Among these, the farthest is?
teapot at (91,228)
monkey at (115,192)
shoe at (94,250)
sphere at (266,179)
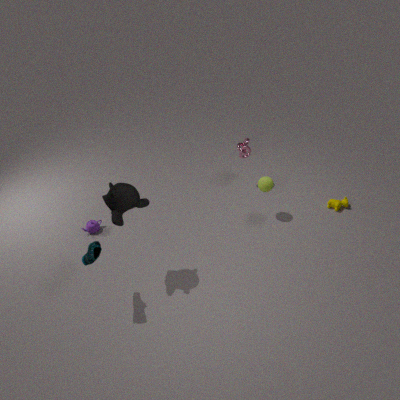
teapot at (91,228)
